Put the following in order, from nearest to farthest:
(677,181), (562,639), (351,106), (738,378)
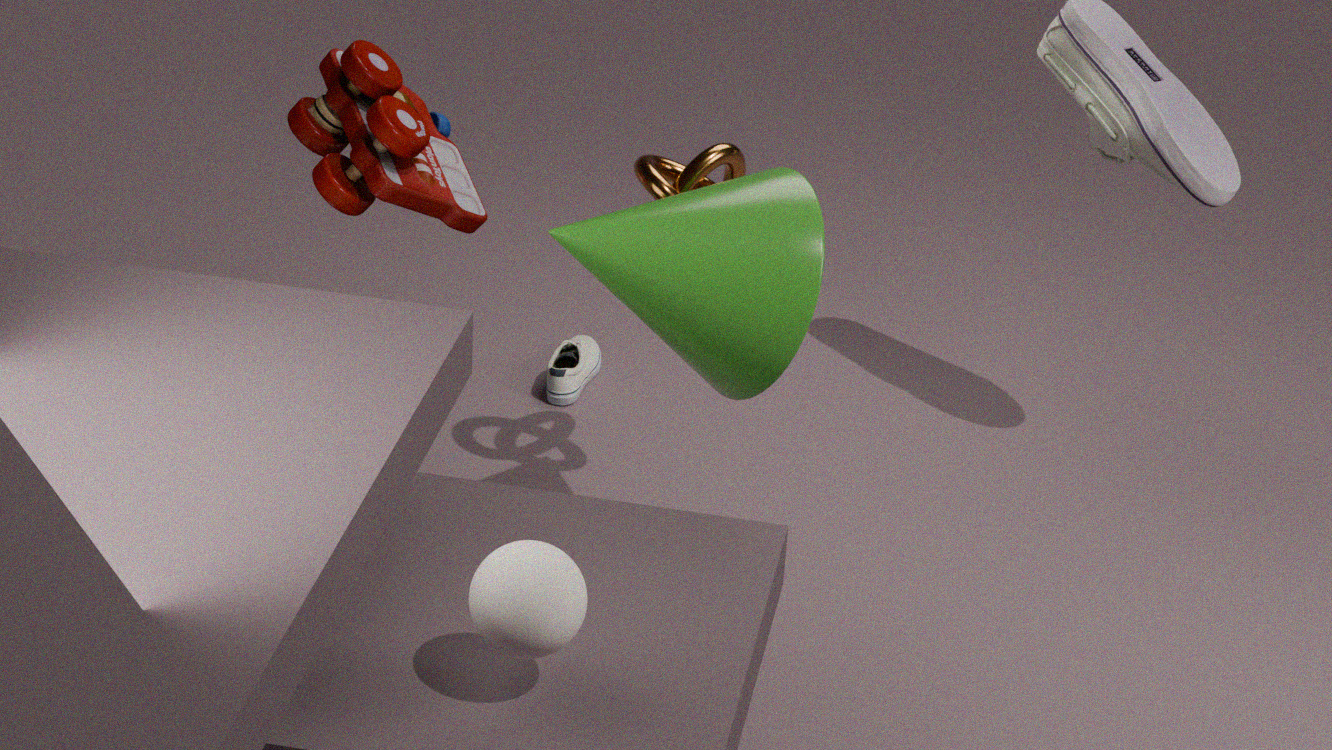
1. (562,639)
2. (738,378)
3. (677,181)
4. (351,106)
